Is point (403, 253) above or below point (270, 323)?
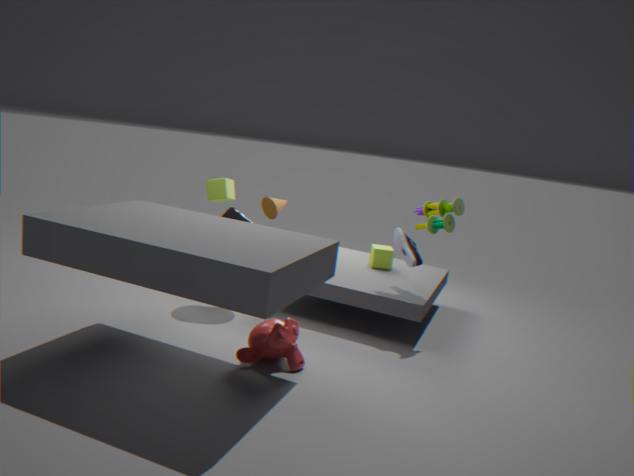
above
